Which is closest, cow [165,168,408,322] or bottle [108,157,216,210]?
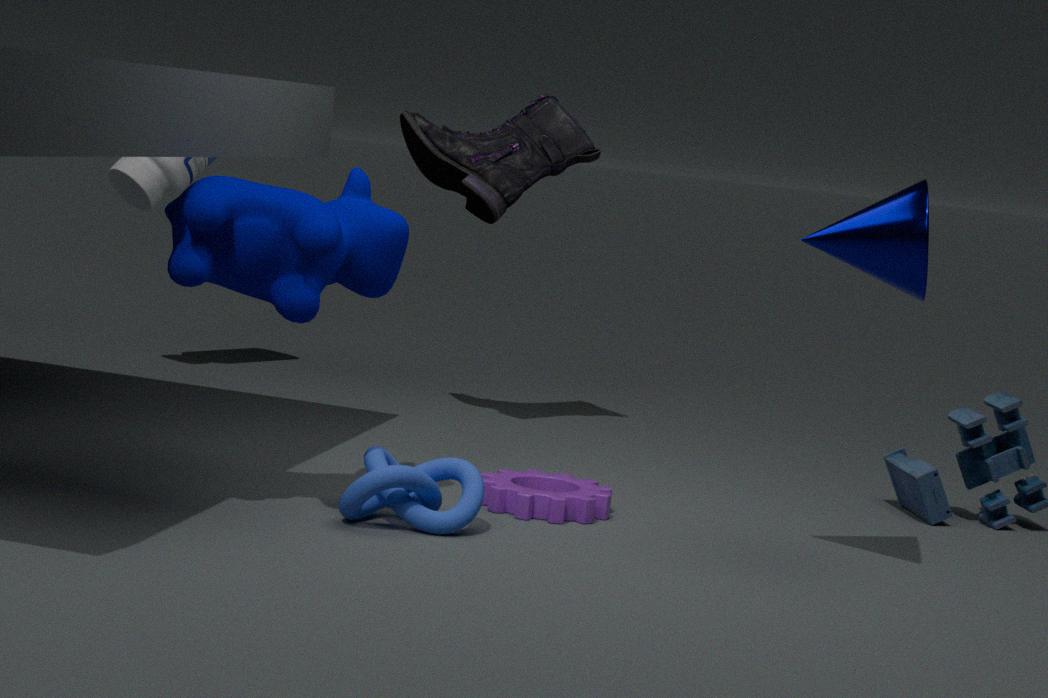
cow [165,168,408,322]
